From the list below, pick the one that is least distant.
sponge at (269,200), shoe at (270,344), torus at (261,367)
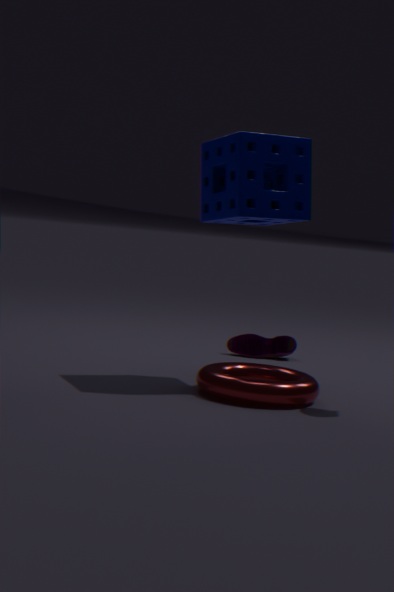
torus at (261,367)
